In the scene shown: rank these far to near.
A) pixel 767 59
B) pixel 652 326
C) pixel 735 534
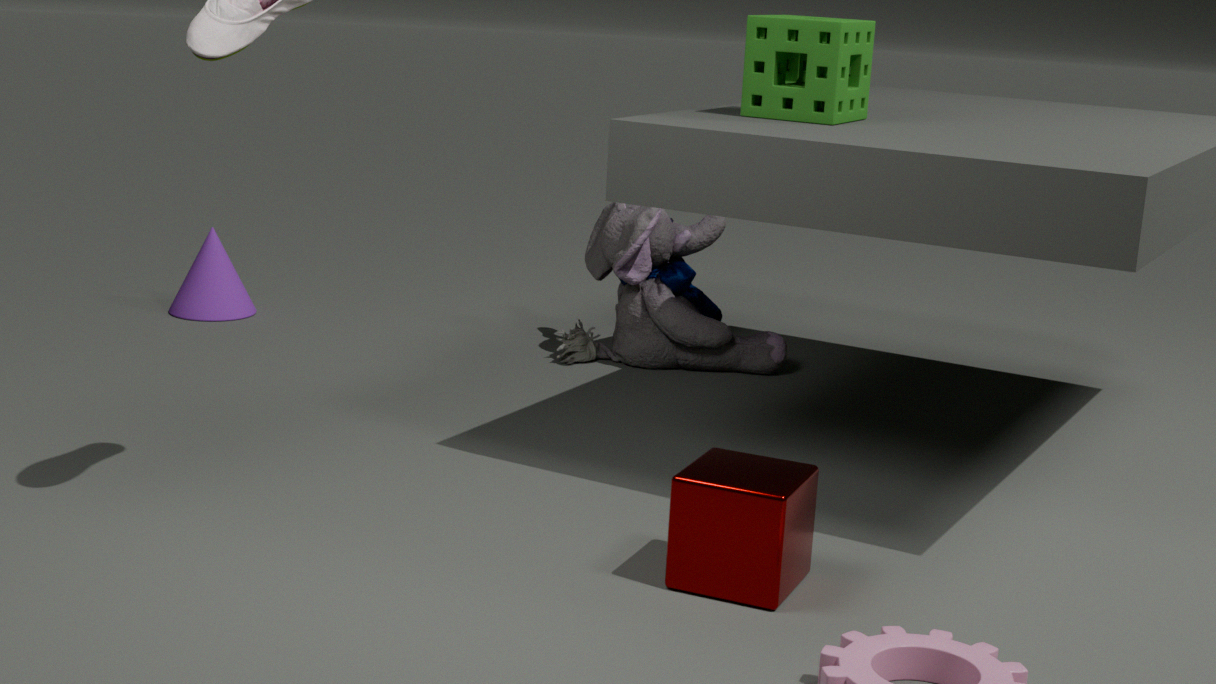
pixel 652 326 < pixel 767 59 < pixel 735 534
